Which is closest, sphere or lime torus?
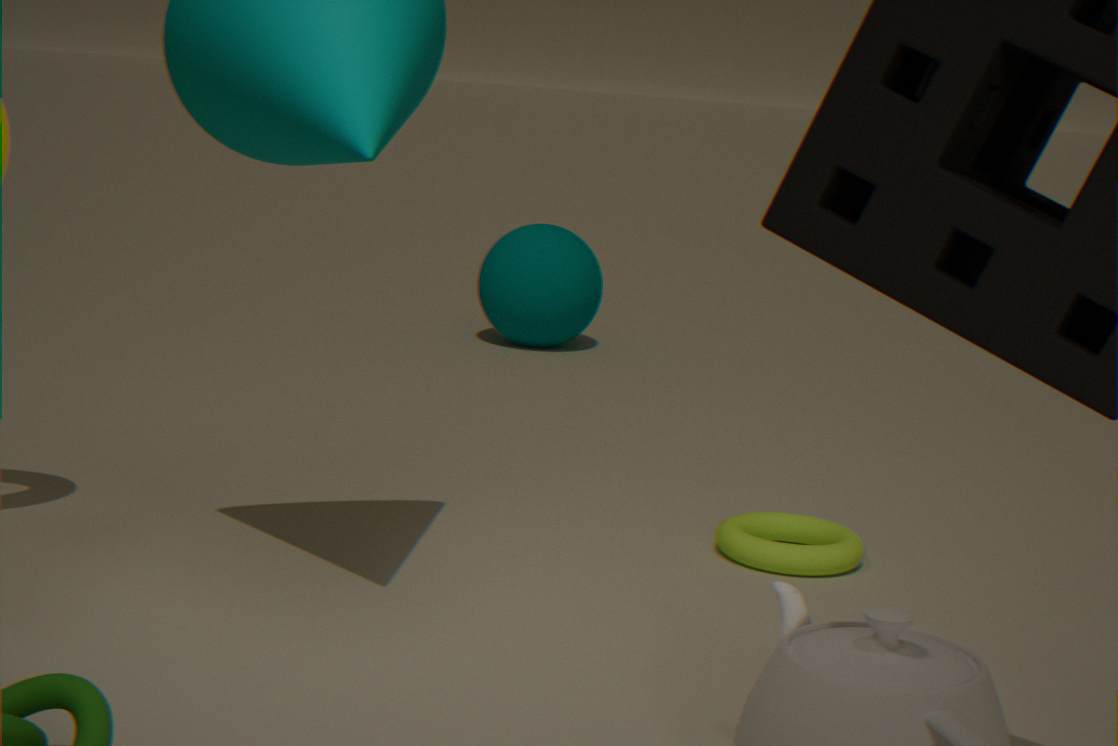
lime torus
